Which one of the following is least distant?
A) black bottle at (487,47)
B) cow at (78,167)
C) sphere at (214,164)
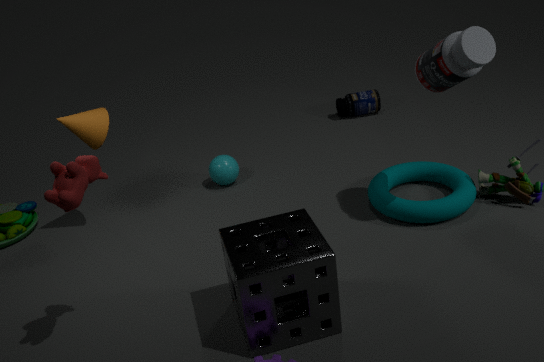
cow at (78,167)
